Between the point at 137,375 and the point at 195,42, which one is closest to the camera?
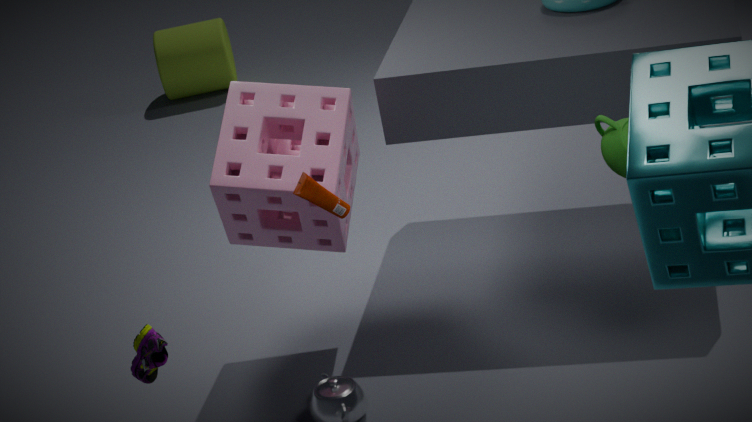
the point at 137,375
